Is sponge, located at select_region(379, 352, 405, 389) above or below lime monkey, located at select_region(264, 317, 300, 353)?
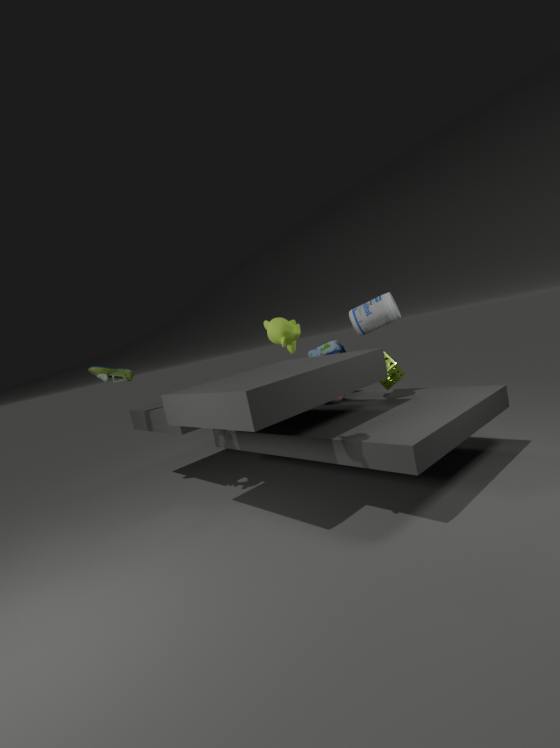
below
